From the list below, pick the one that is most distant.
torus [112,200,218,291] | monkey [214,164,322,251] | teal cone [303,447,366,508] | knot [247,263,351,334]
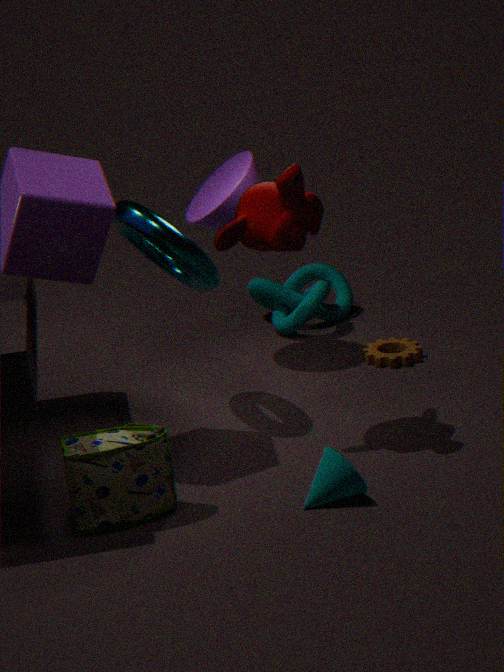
knot [247,263,351,334]
